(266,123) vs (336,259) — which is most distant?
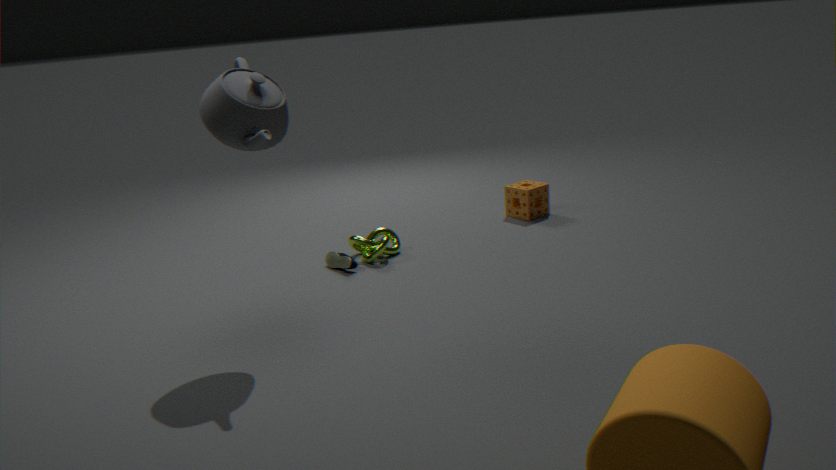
(336,259)
